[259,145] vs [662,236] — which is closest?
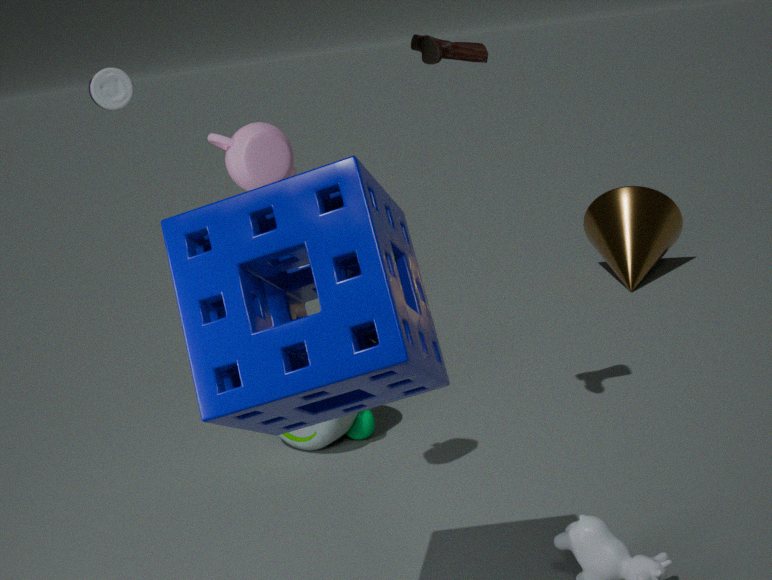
[259,145]
